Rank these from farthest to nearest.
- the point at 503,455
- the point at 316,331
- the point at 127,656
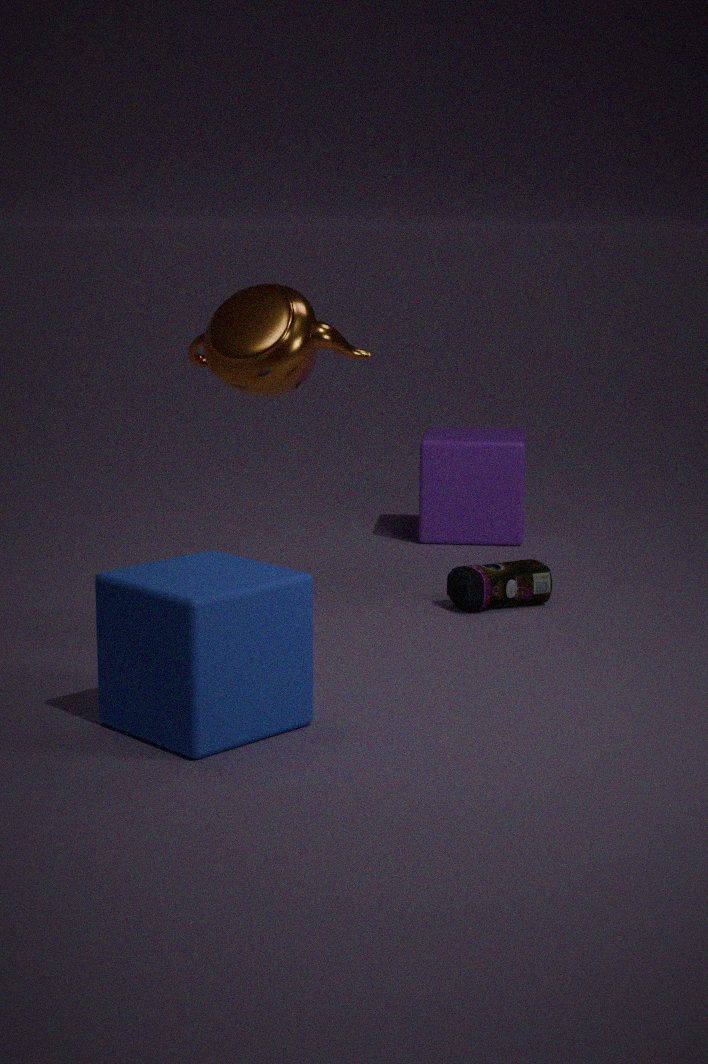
the point at 503,455 < the point at 316,331 < the point at 127,656
